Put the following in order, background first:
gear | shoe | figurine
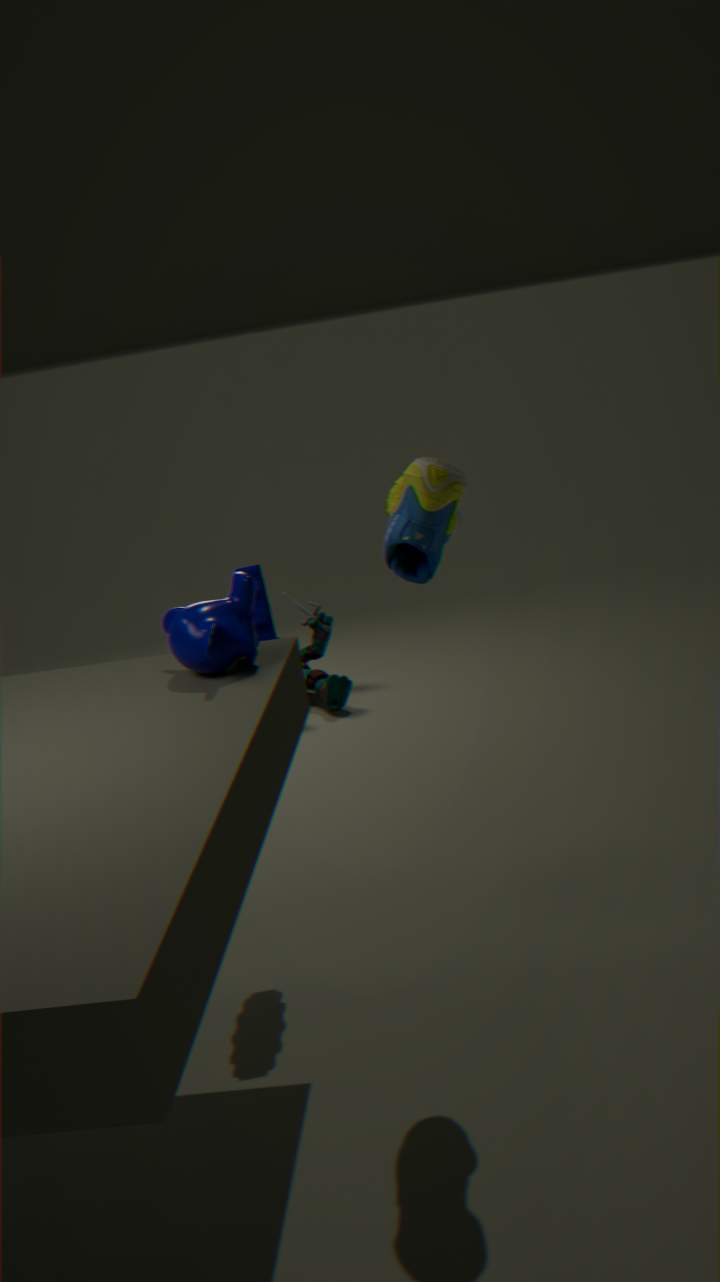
figurine → gear → shoe
